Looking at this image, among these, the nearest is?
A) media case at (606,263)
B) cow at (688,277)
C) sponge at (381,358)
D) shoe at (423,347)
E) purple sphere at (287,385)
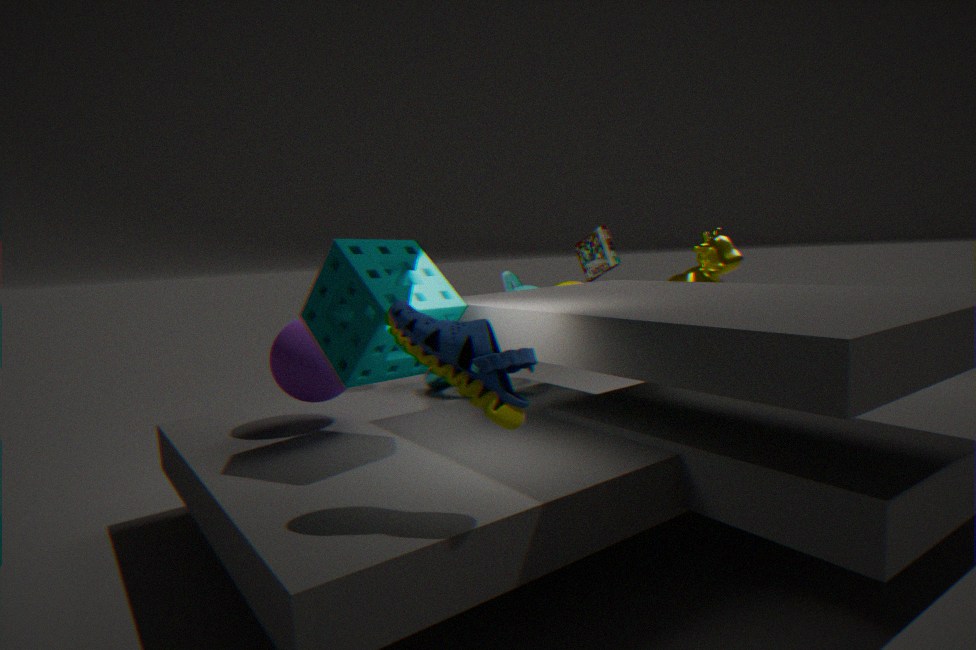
shoe at (423,347)
